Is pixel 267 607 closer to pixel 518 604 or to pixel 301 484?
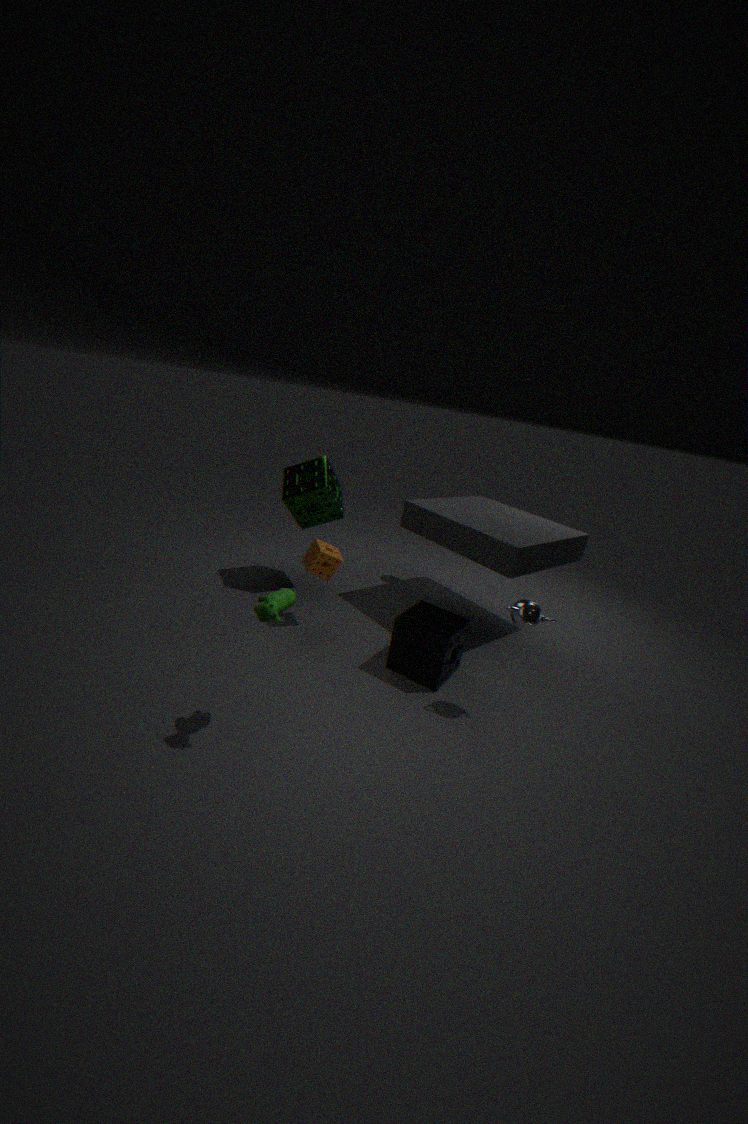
pixel 518 604
